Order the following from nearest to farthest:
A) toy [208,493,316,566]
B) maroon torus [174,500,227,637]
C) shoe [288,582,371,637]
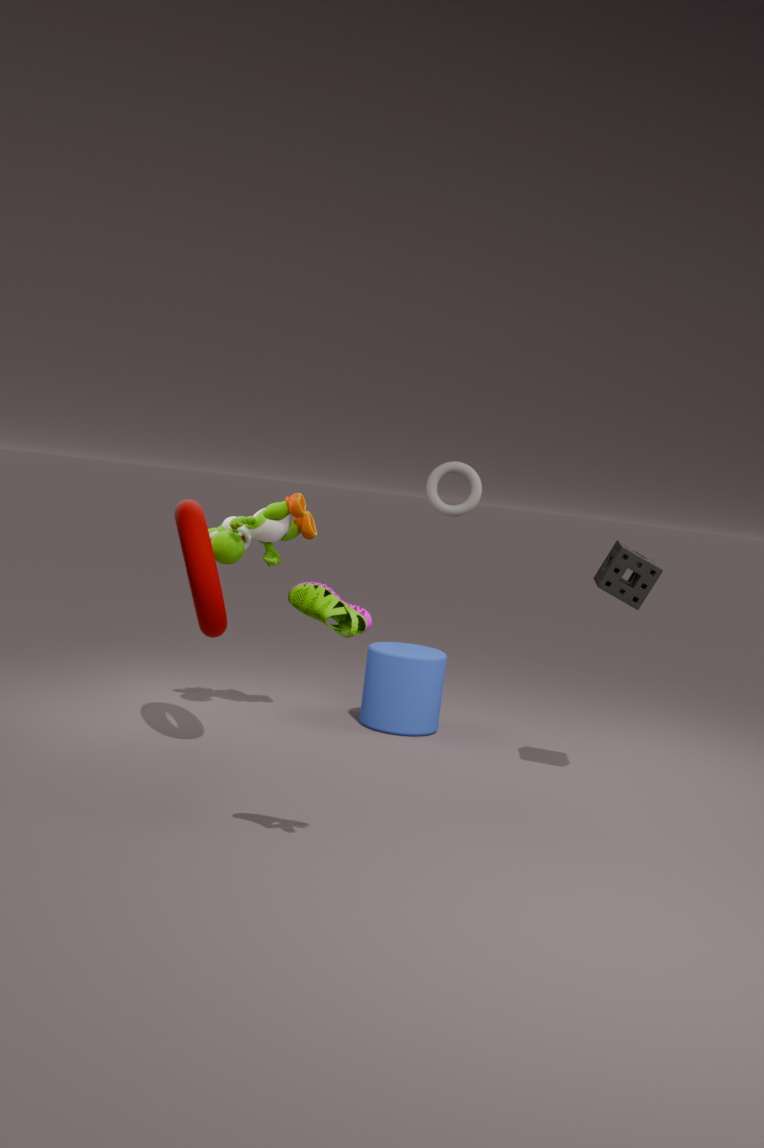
shoe [288,582,371,637]
maroon torus [174,500,227,637]
toy [208,493,316,566]
